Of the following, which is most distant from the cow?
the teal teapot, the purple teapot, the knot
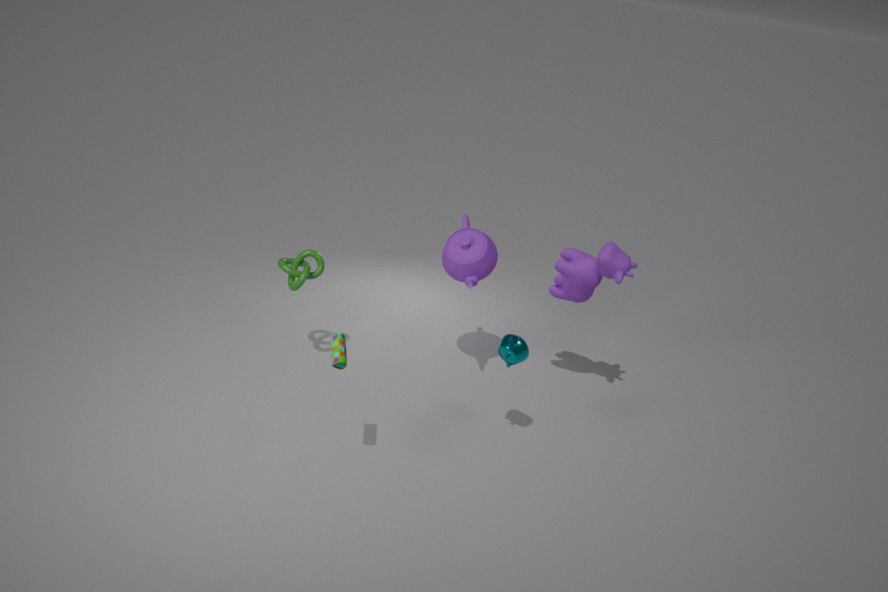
the knot
